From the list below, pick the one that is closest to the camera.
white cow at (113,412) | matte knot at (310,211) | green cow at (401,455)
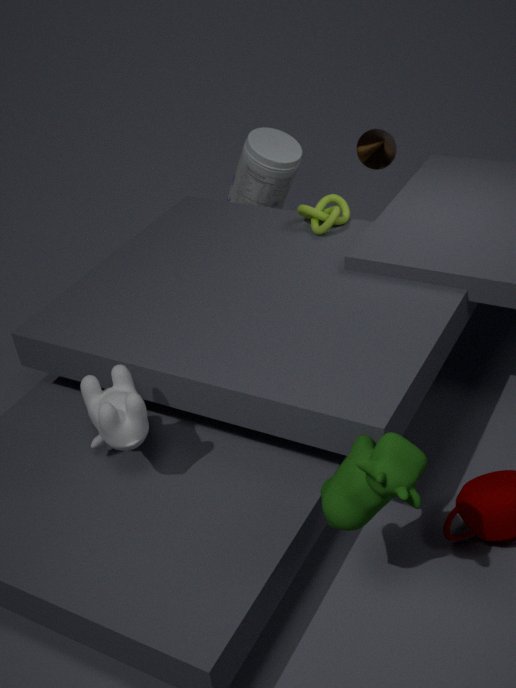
green cow at (401,455)
